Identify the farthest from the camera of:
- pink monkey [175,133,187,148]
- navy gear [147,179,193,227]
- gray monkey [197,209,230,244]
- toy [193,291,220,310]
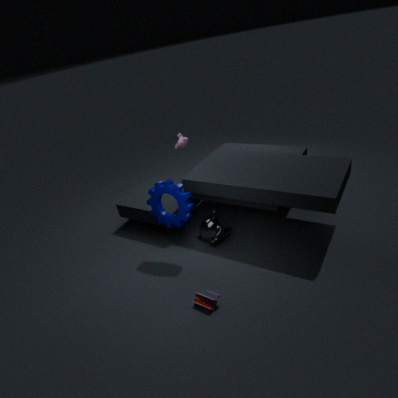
pink monkey [175,133,187,148]
